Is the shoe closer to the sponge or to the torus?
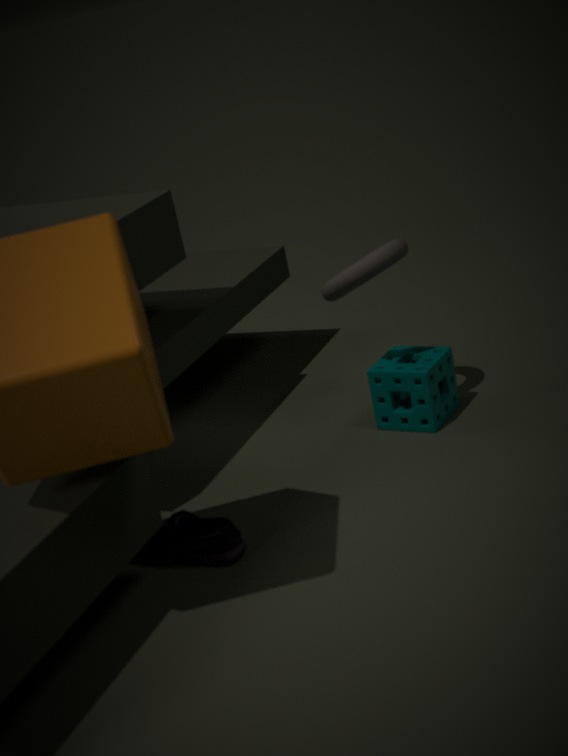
the sponge
